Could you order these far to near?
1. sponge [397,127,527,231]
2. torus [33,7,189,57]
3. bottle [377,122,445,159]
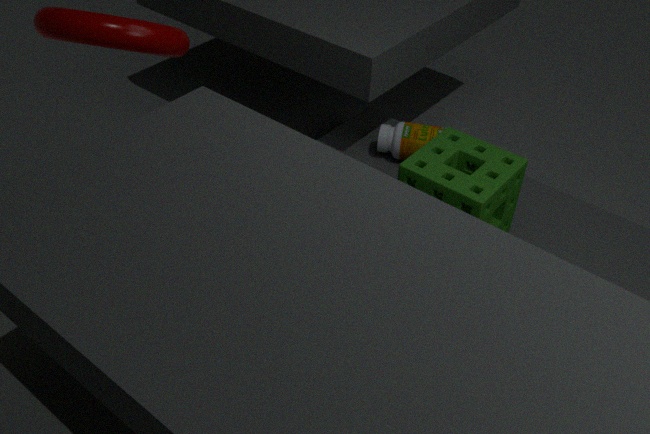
bottle [377,122,445,159]
sponge [397,127,527,231]
torus [33,7,189,57]
